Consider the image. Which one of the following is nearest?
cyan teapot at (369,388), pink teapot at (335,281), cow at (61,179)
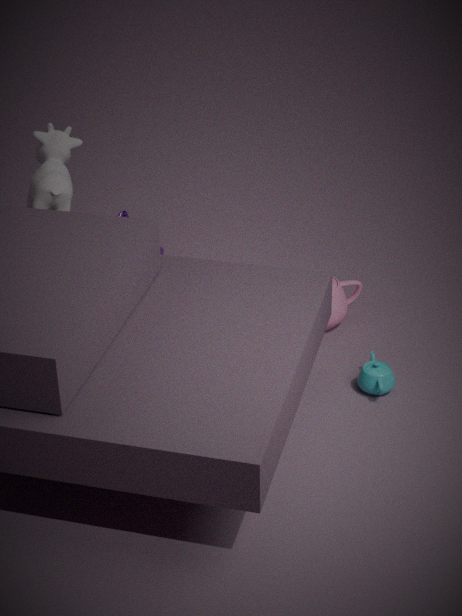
cyan teapot at (369,388)
